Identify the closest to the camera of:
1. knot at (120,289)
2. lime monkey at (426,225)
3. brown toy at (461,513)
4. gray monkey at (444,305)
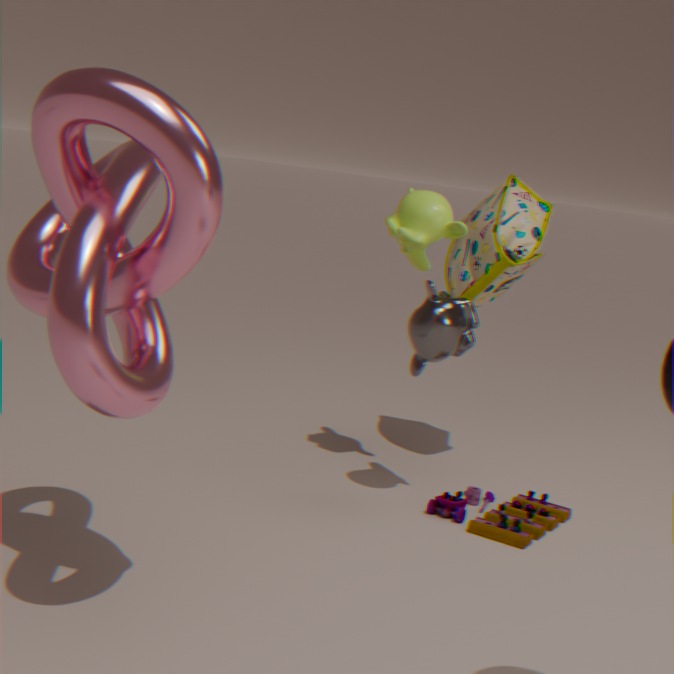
knot at (120,289)
